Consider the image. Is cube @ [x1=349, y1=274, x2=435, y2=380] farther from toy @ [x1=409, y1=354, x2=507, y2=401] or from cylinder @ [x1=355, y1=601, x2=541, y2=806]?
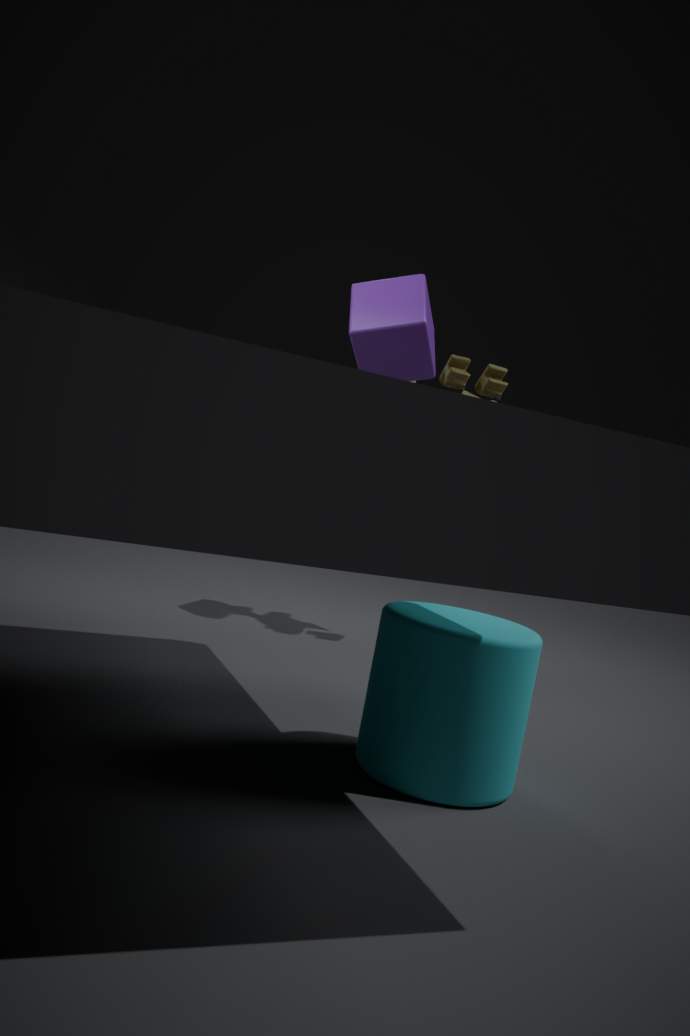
toy @ [x1=409, y1=354, x2=507, y2=401]
